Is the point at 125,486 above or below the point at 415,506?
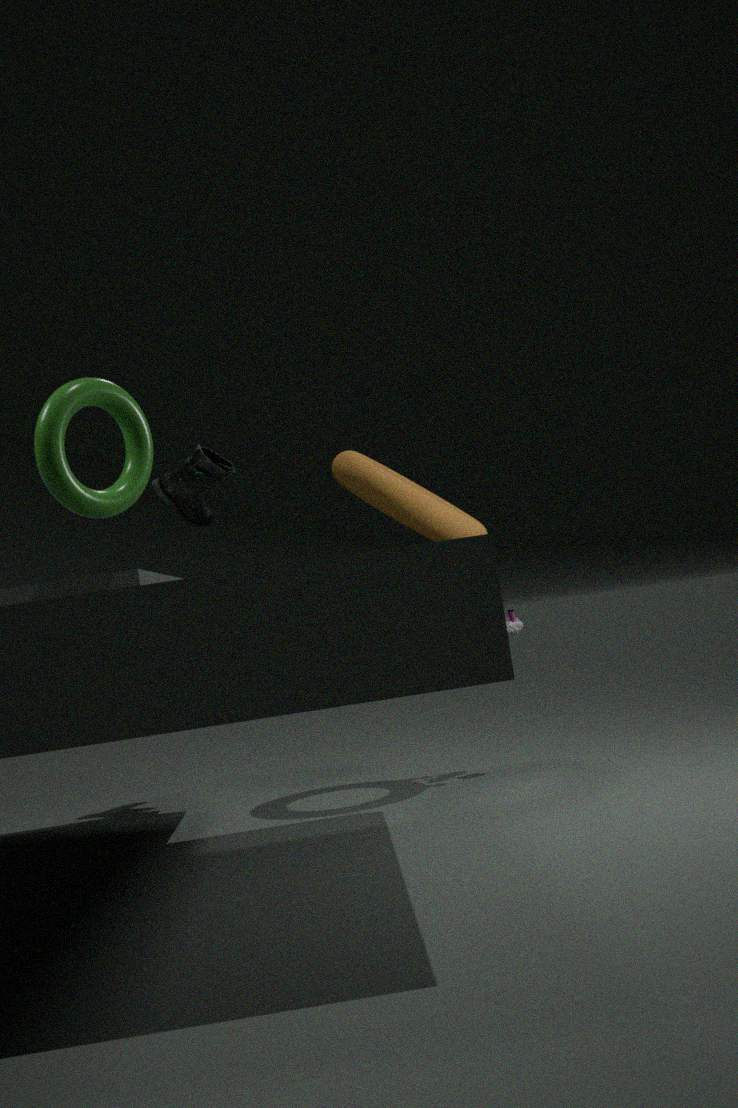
above
